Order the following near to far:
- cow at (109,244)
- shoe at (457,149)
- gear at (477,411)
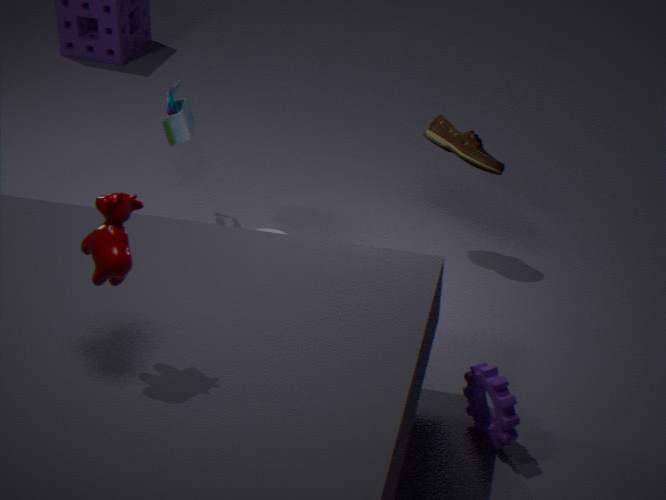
cow at (109,244) < gear at (477,411) < shoe at (457,149)
